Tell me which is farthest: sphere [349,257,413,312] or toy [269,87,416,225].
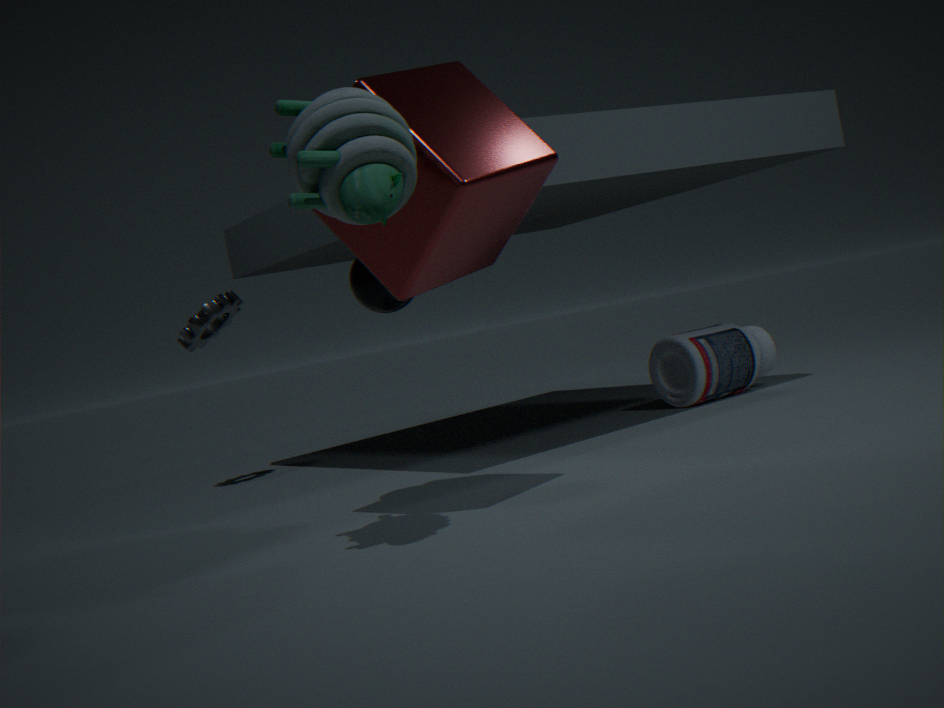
sphere [349,257,413,312]
